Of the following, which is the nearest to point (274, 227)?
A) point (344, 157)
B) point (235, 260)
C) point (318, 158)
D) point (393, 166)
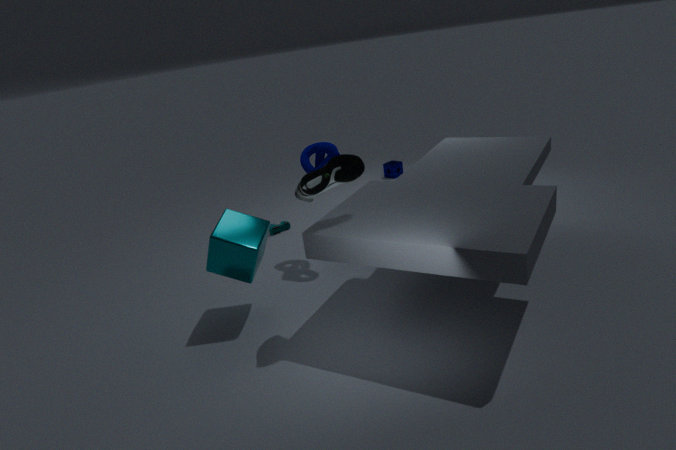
point (318, 158)
